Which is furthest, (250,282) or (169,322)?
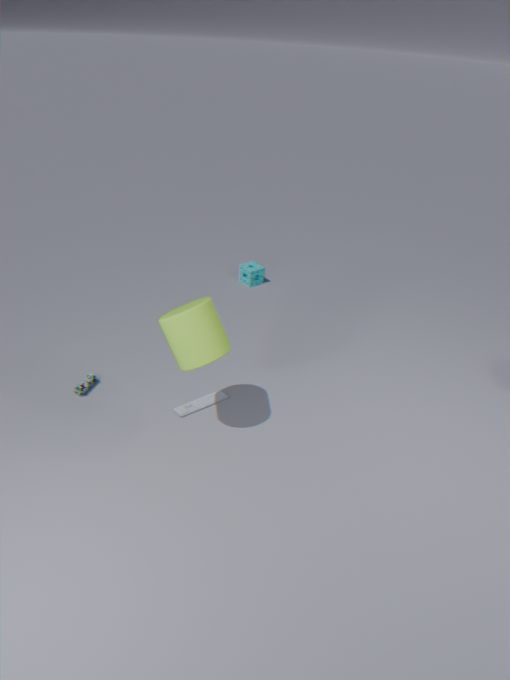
(250,282)
